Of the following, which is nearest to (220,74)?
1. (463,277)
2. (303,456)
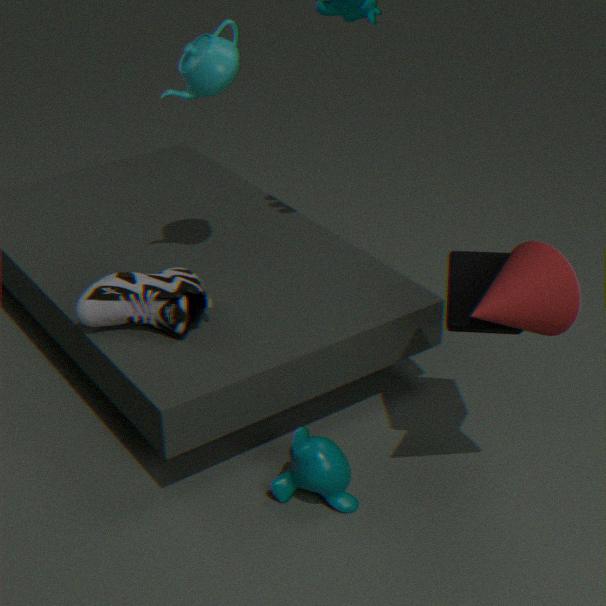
(463,277)
